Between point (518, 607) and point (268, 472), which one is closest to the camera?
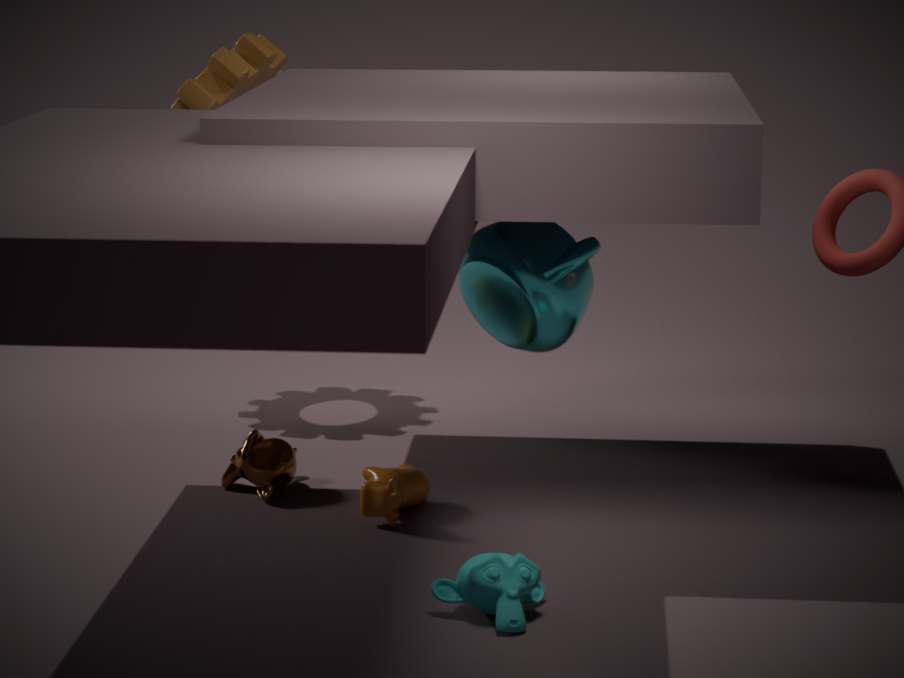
point (518, 607)
